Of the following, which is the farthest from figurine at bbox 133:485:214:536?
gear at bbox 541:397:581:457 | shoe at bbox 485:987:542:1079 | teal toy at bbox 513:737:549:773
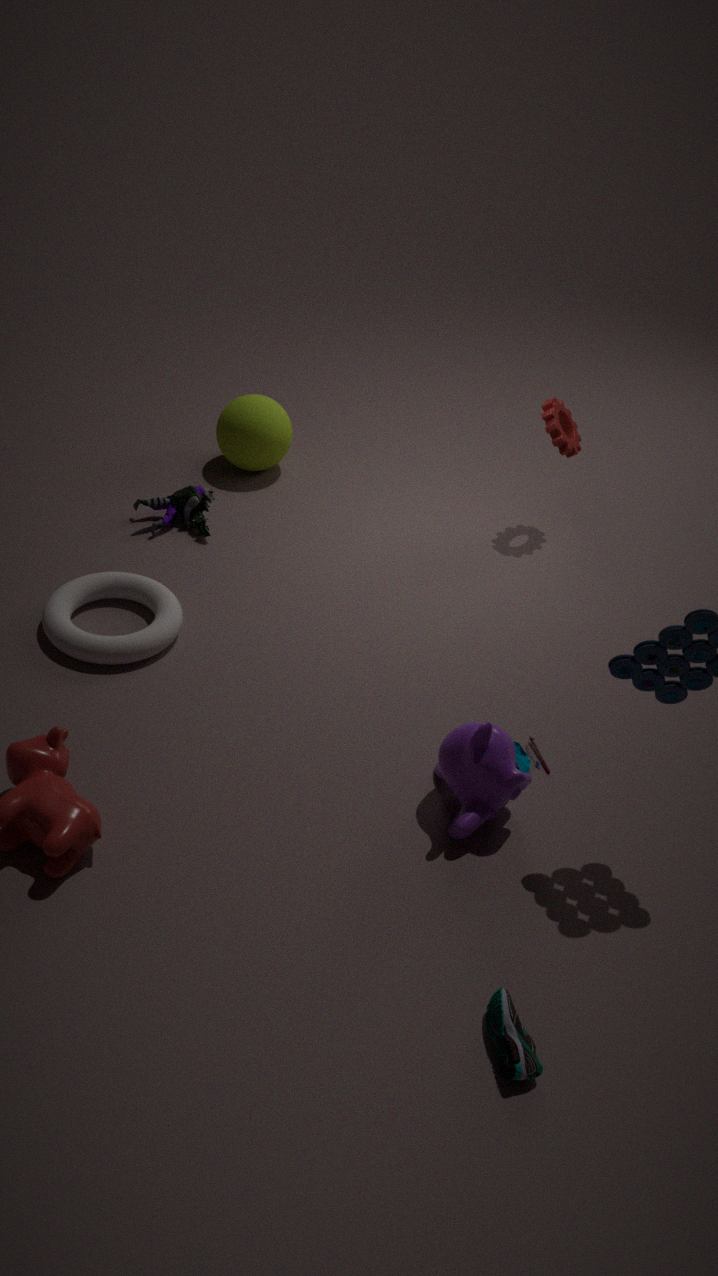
shoe at bbox 485:987:542:1079
